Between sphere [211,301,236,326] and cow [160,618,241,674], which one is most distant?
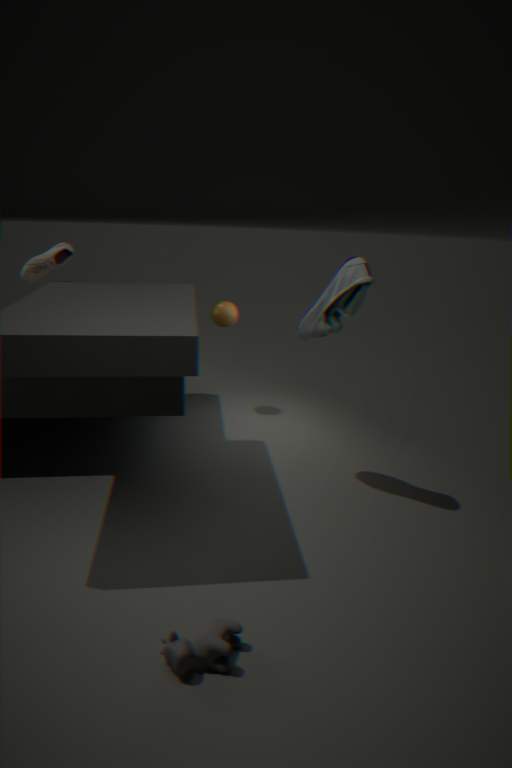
sphere [211,301,236,326]
